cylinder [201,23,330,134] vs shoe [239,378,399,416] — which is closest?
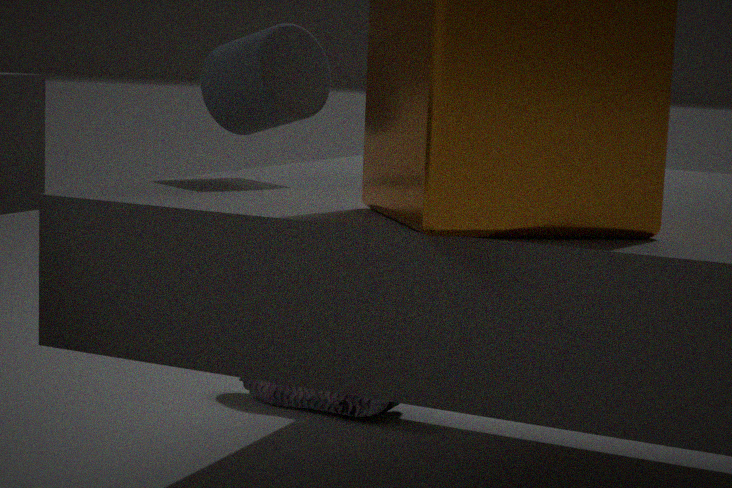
cylinder [201,23,330,134]
